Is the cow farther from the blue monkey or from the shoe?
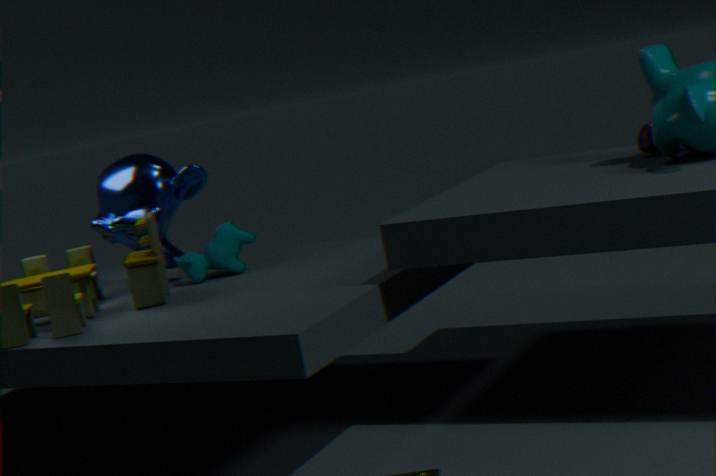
the shoe
